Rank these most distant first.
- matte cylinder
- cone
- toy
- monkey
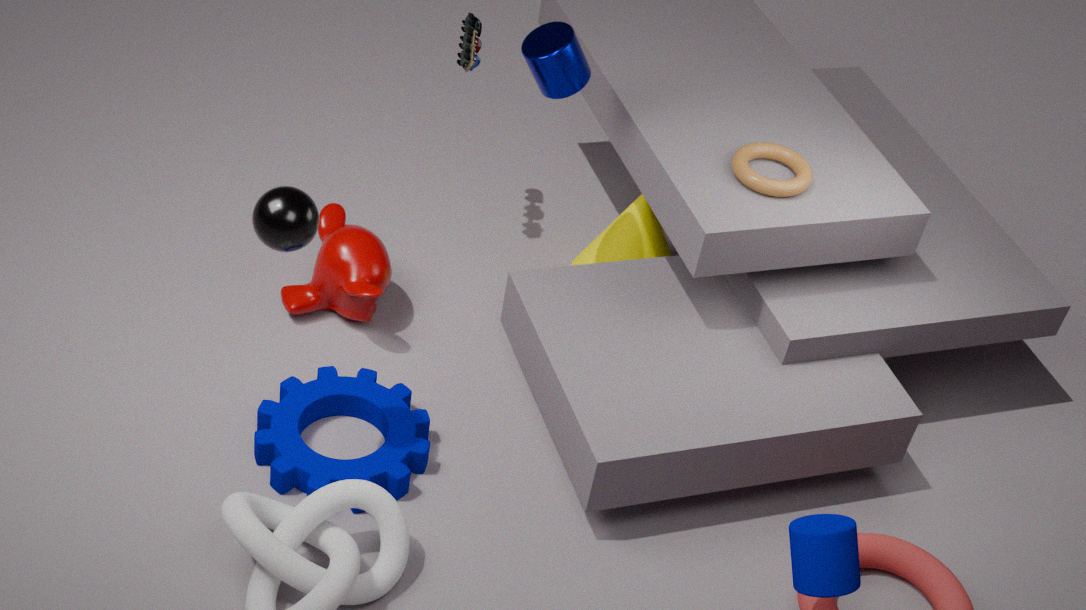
1. cone
2. toy
3. monkey
4. matte cylinder
